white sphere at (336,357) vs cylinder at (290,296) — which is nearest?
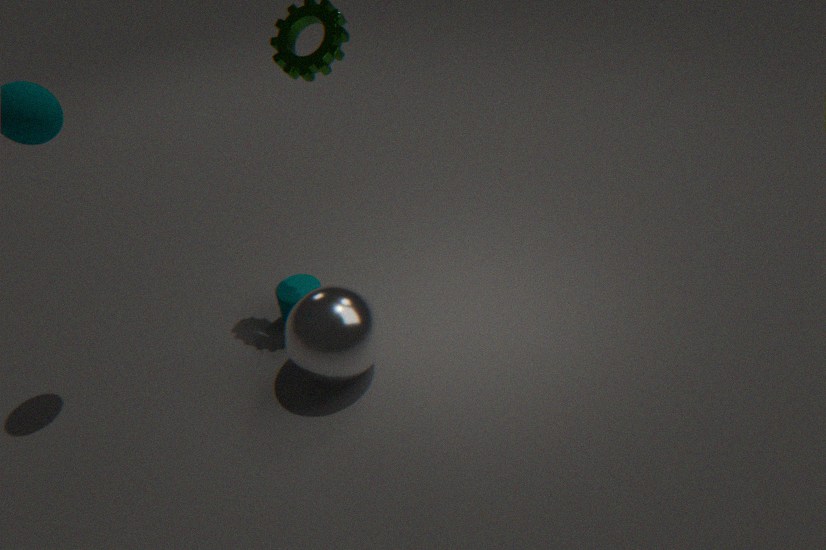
white sphere at (336,357)
